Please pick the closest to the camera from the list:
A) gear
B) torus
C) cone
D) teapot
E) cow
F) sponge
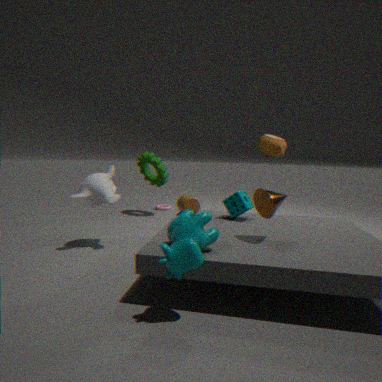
cow
